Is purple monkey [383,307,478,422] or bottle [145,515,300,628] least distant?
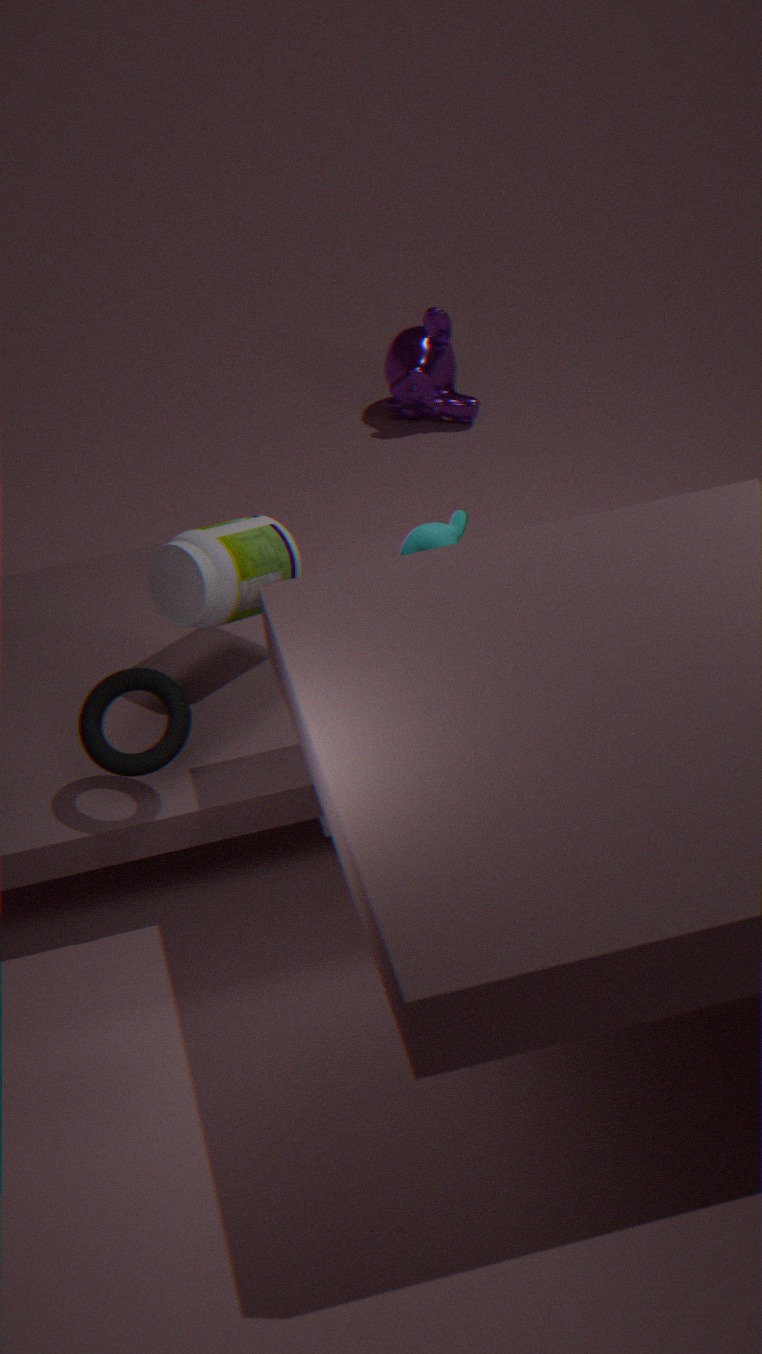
bottle [145,515,300,628]
